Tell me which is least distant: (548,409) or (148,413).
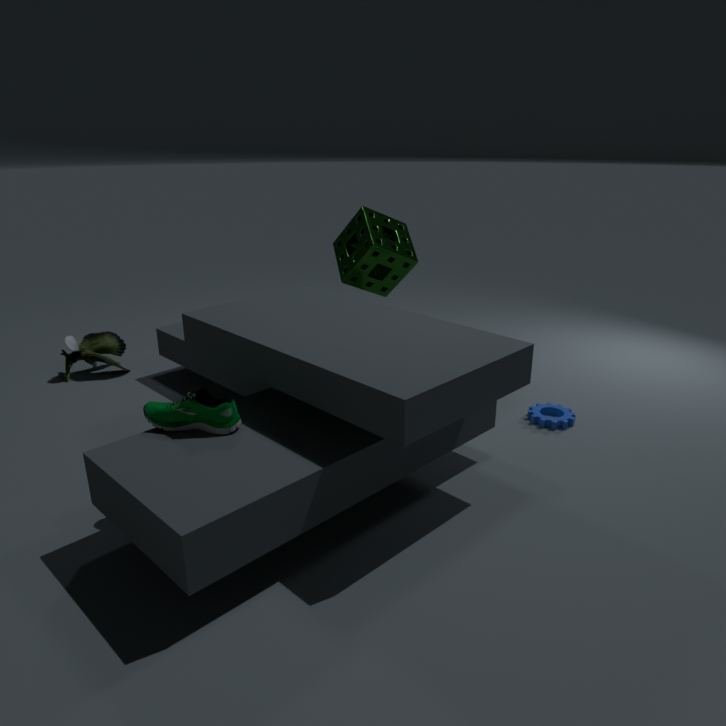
(148,413)
